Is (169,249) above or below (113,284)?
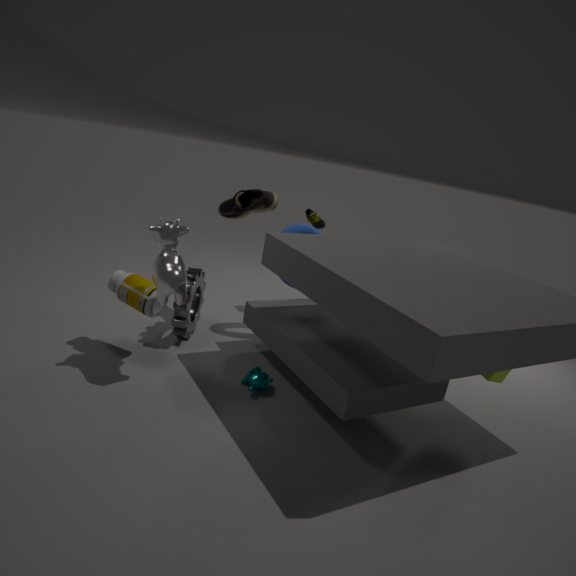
above
